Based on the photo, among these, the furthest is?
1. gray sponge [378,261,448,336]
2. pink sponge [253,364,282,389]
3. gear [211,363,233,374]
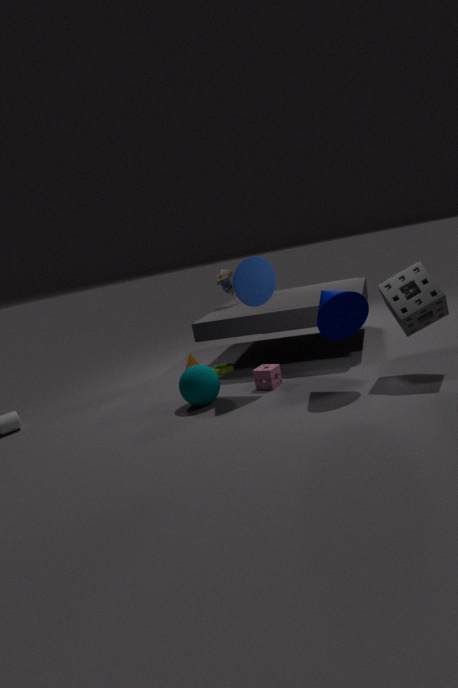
gear [211,363,233,374]
